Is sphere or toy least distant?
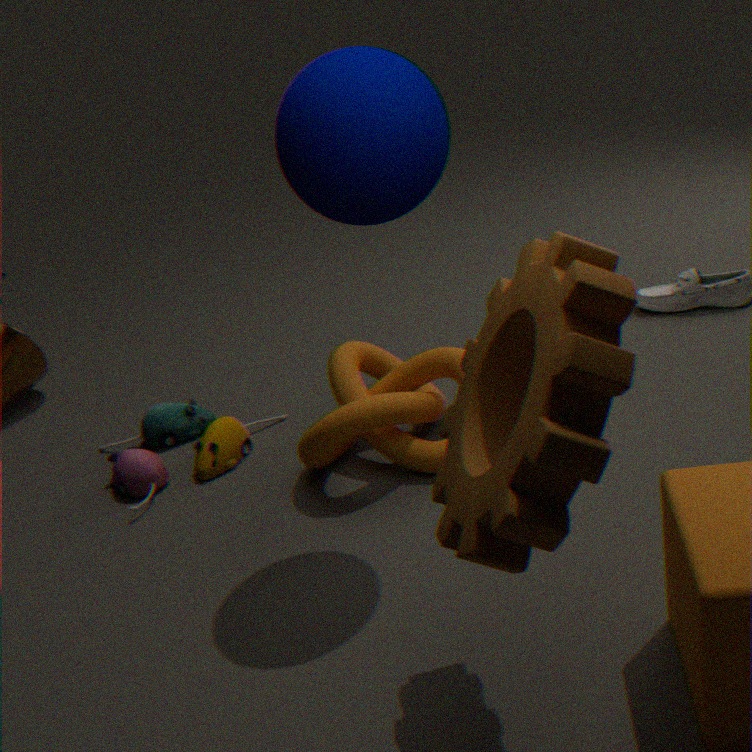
sphere
